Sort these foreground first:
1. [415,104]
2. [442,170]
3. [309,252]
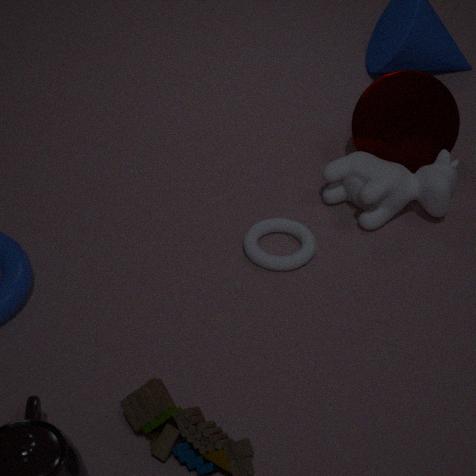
[309,252], [442,170], [415,104]
